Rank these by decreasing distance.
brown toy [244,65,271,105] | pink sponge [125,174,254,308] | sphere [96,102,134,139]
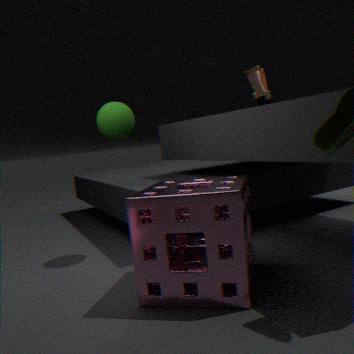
brown toy [244,65,271,105] → sphere [96,102,134,139] → pink sponge [125,174,254,308]
